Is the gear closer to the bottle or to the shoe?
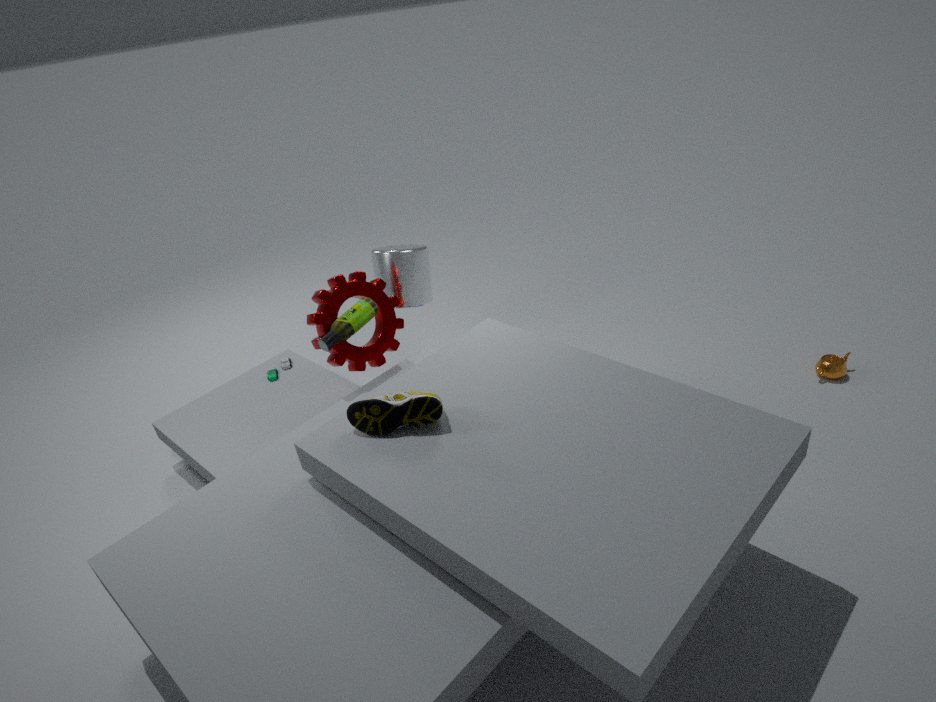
the bottle
